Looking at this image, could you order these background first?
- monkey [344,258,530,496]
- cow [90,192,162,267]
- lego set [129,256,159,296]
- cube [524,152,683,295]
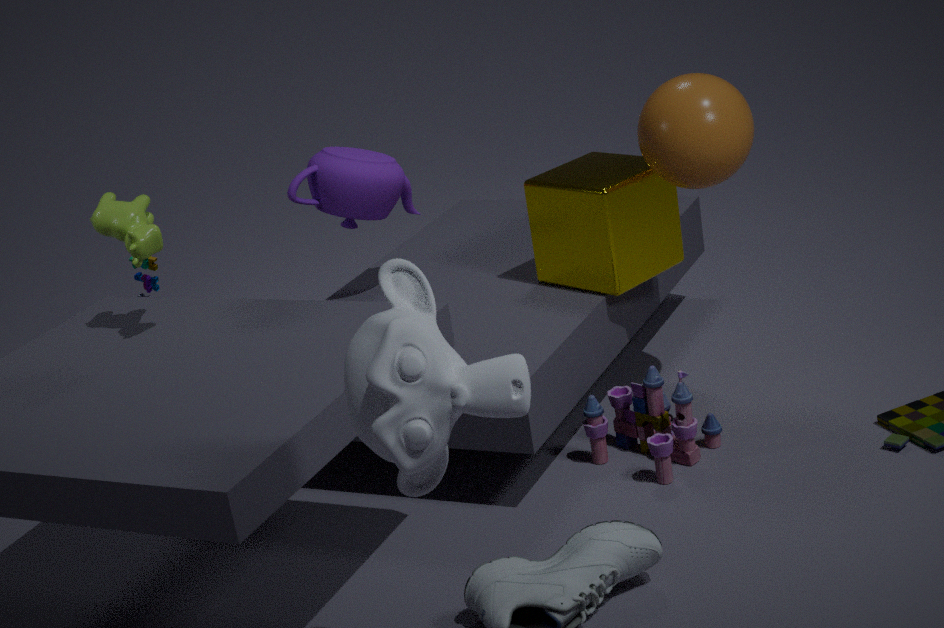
lego set [129,256,159,296], cube [524,152,683,295], cow [90,192,162,267], monkey [344,258,530,496]
